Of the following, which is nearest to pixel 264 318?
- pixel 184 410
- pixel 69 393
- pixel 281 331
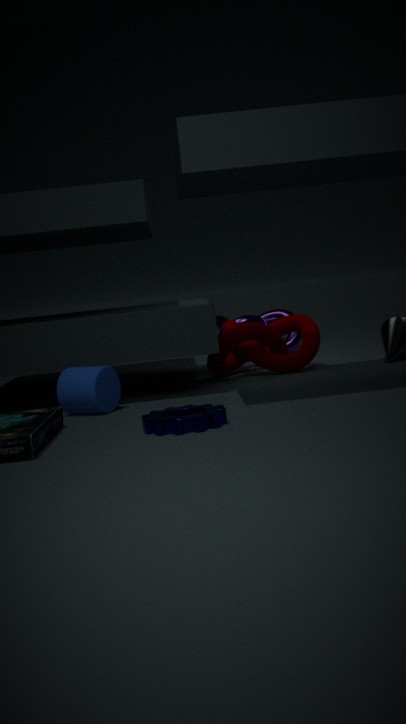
pixel 281 331
